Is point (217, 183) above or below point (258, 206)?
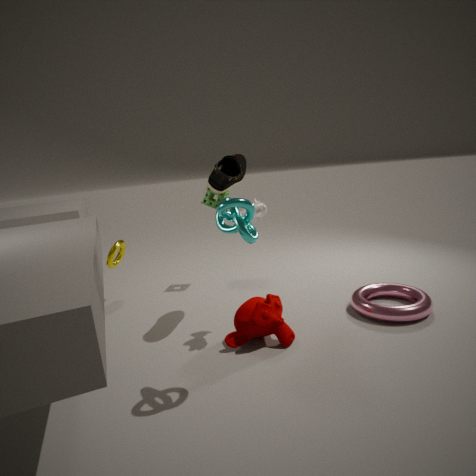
above
